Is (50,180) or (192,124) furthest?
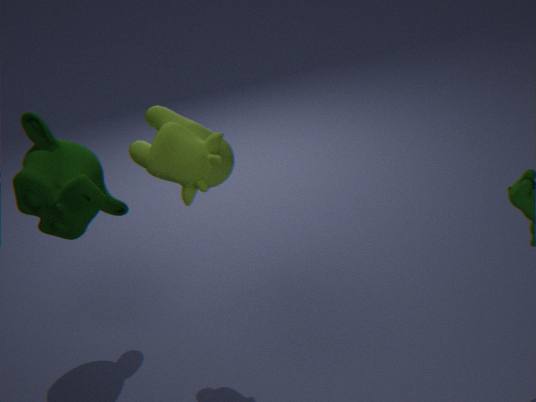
(50,180)
